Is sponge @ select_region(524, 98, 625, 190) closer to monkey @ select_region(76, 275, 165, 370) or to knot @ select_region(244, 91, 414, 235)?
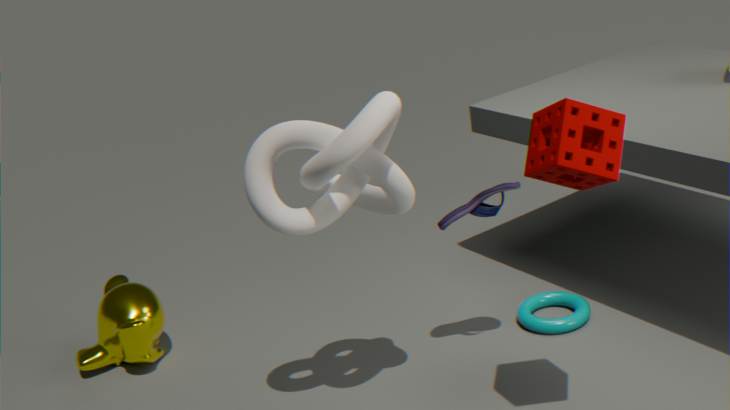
knot @ select_region(244, 91, 414, 235)
